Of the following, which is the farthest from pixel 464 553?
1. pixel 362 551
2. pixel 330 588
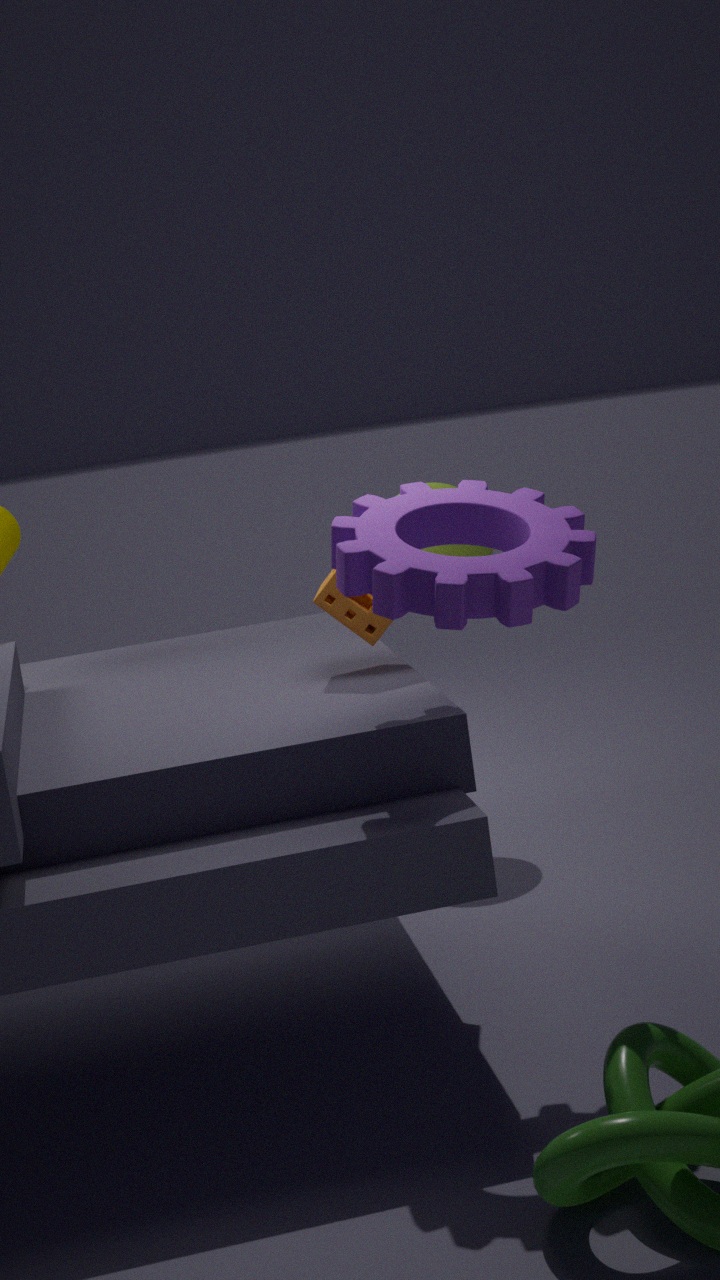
pixel 362 551
